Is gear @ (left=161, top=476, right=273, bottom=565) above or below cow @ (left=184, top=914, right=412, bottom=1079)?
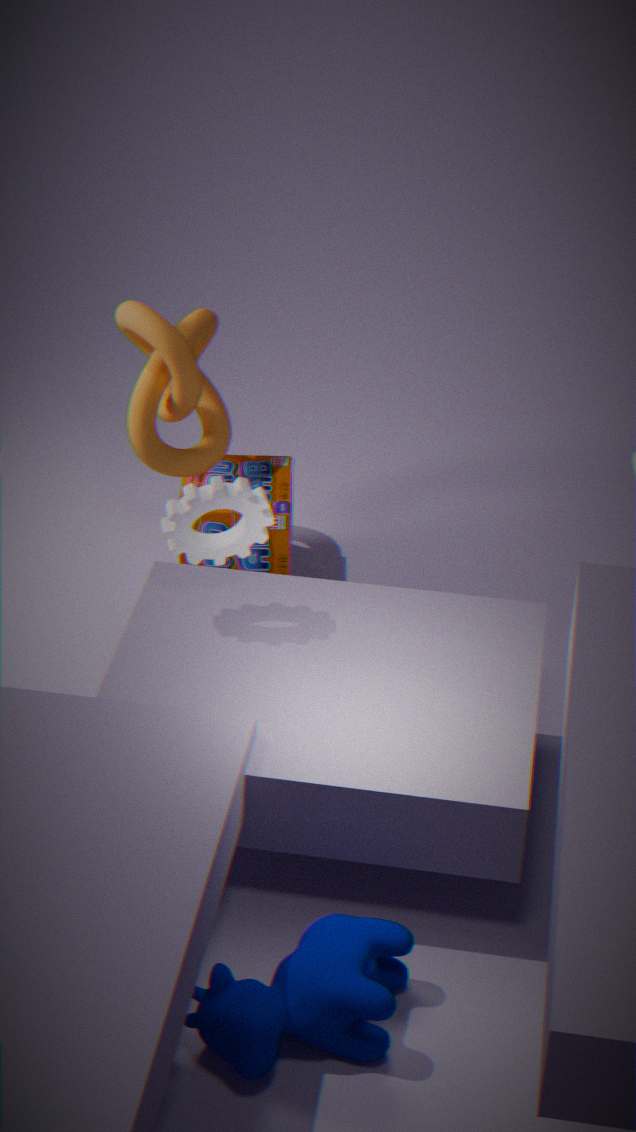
above
